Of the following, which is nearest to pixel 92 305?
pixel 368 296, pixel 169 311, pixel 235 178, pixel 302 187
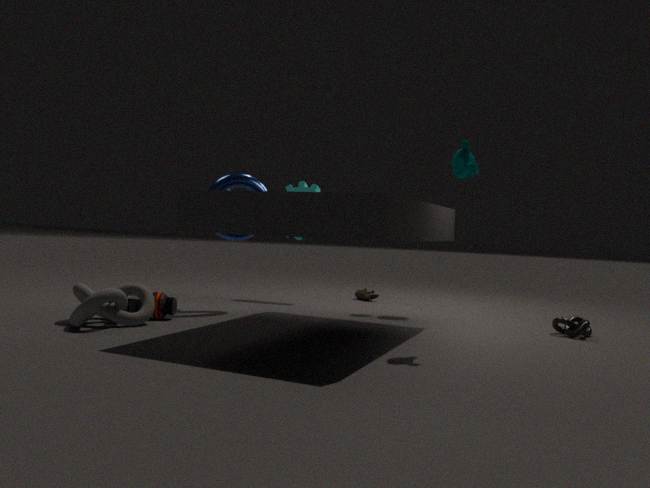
pixel 169 311
